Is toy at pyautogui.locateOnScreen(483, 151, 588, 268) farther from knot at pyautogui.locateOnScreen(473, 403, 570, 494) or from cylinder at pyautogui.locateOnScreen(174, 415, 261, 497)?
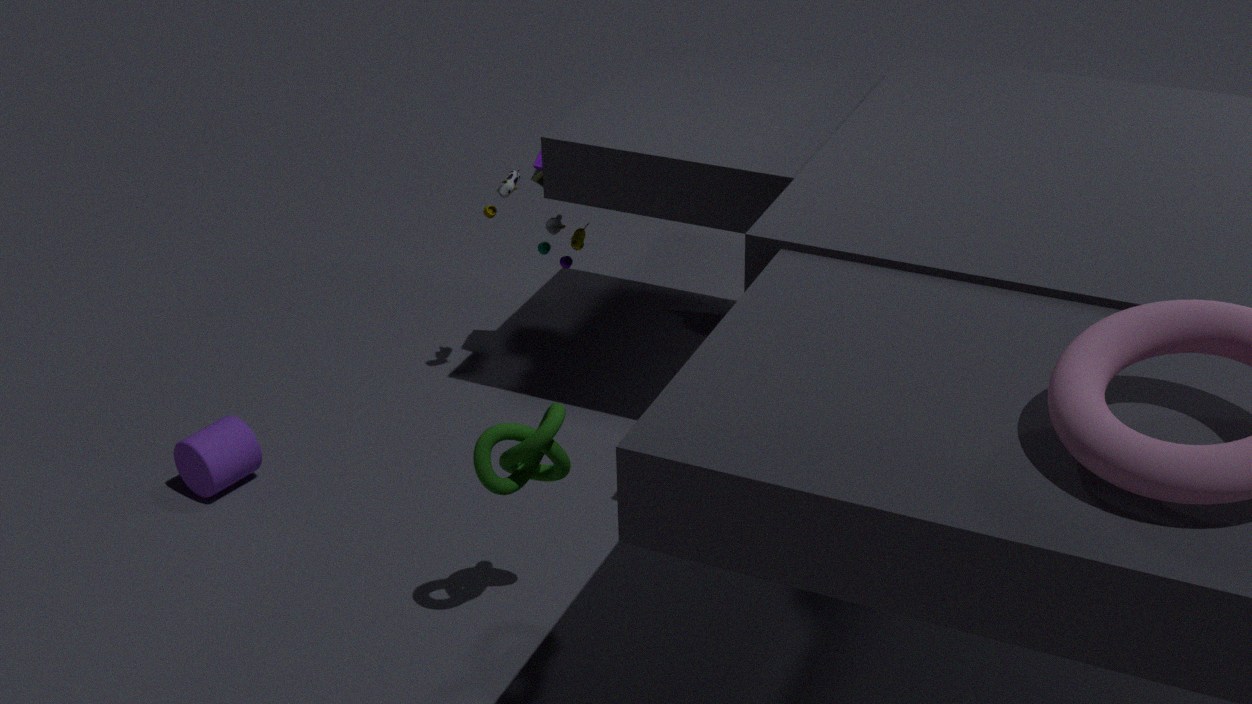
knot at pyautogui.locateOnScreen(473, 403, 570, 494)
